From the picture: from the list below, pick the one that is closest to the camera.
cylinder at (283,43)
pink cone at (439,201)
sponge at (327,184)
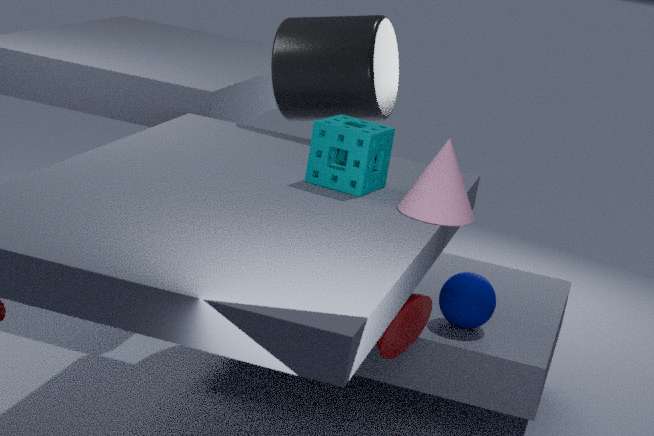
pink cone at (439,201)
